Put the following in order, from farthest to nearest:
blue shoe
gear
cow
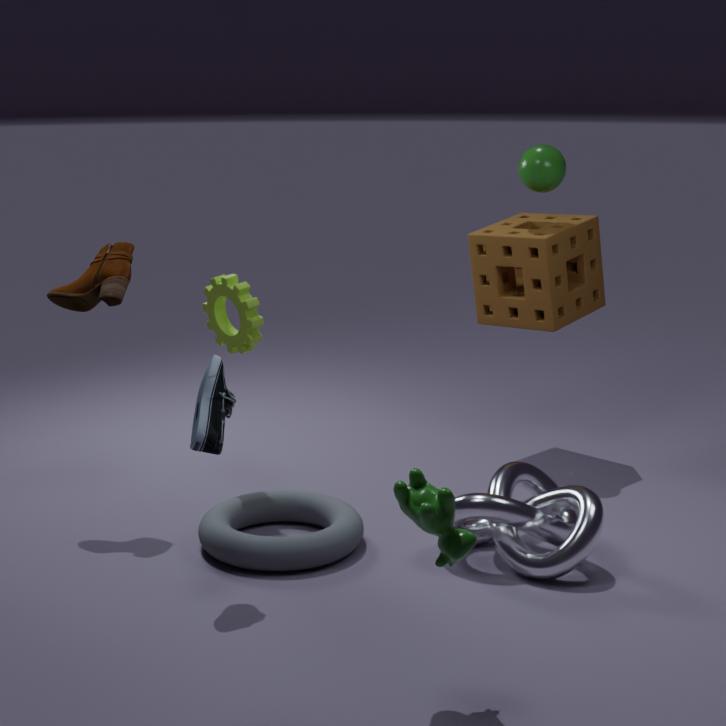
gear
blue shoe
cow
